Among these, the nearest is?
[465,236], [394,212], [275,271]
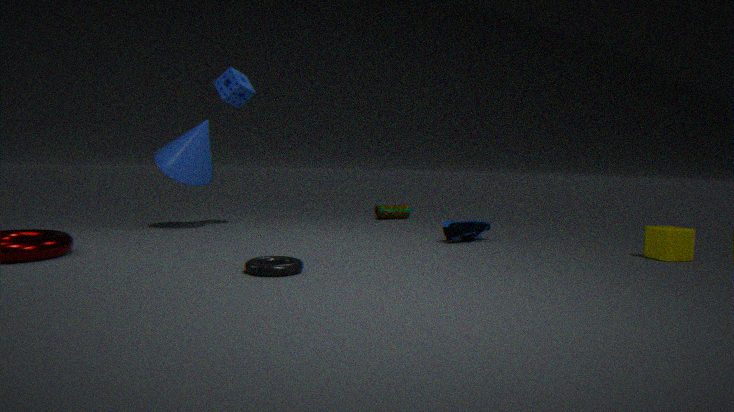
[275,271]
